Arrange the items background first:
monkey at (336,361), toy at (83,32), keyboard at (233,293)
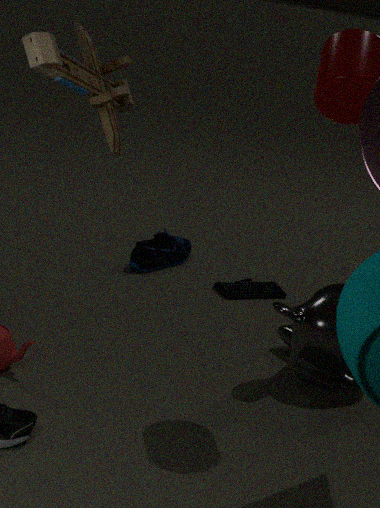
keyboard at (233,293) → monkey at (336,361) → toy at (83,32)
